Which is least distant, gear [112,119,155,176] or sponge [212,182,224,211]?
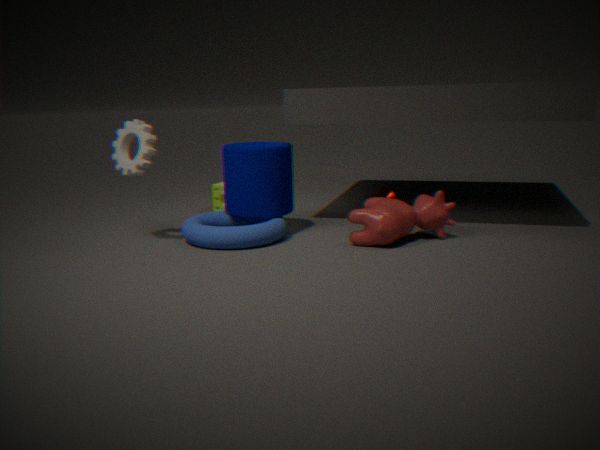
gear [112,119,155,176]
